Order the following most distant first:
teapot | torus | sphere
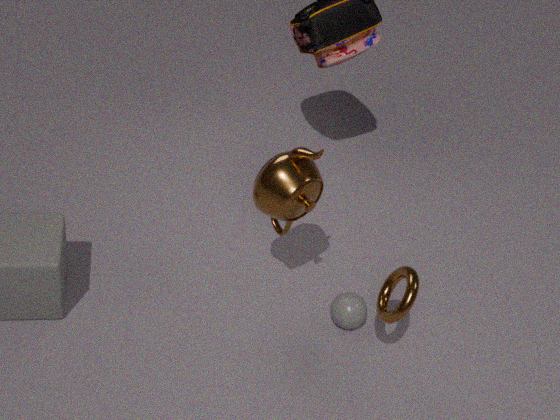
sphere, teapot, torus
